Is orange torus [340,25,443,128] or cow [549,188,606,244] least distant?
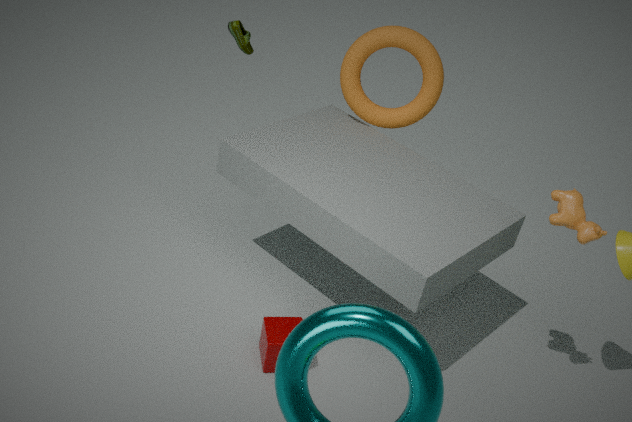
cow [549,188,606,244]
